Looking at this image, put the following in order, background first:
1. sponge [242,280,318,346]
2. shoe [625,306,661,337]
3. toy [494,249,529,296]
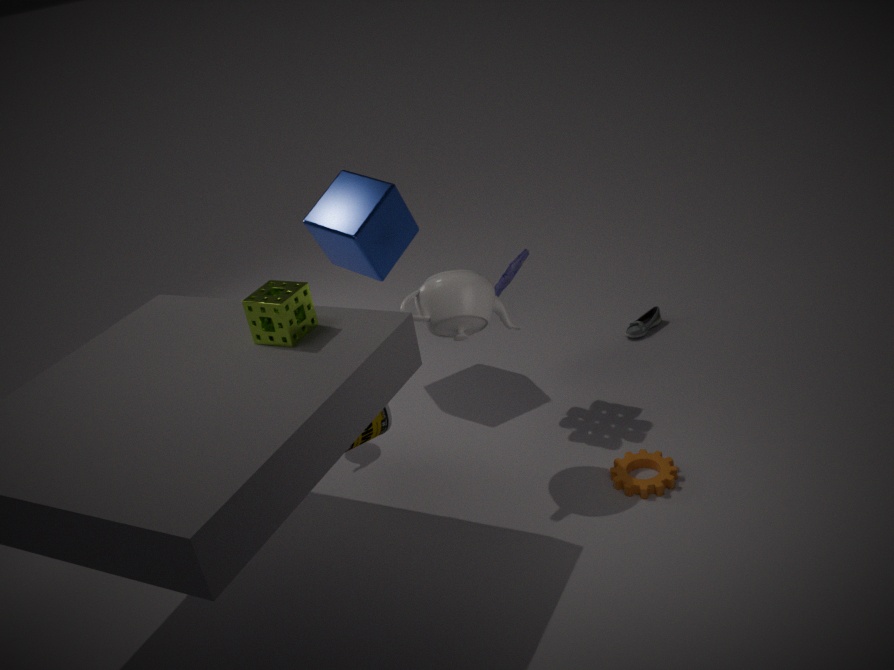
1. shoe [625,306,661,337]
2. toy [494,249,529,296]
3. sponge [242,280,318,346]
